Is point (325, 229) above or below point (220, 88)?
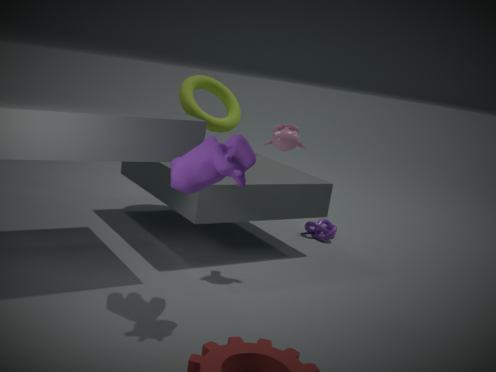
below
